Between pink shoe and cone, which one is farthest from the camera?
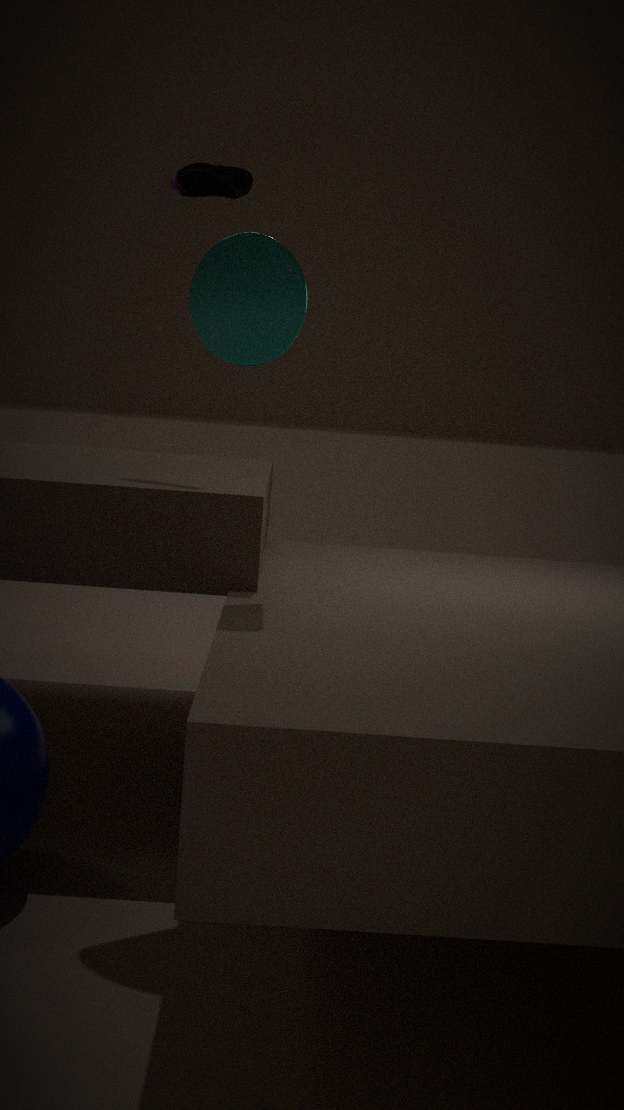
pink shoe
